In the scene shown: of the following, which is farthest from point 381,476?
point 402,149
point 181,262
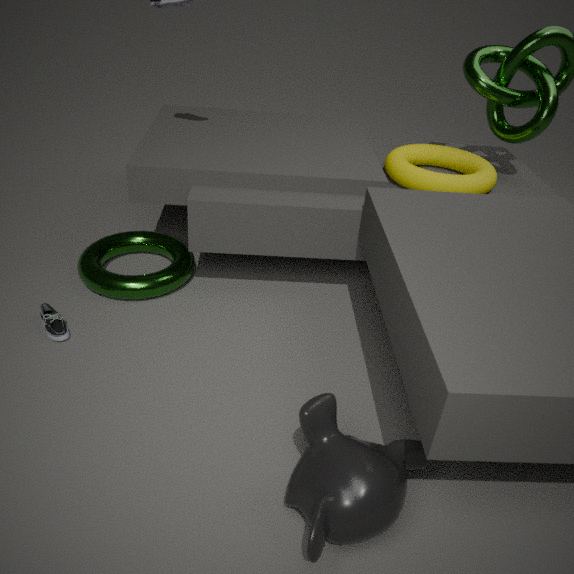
point 402,149
